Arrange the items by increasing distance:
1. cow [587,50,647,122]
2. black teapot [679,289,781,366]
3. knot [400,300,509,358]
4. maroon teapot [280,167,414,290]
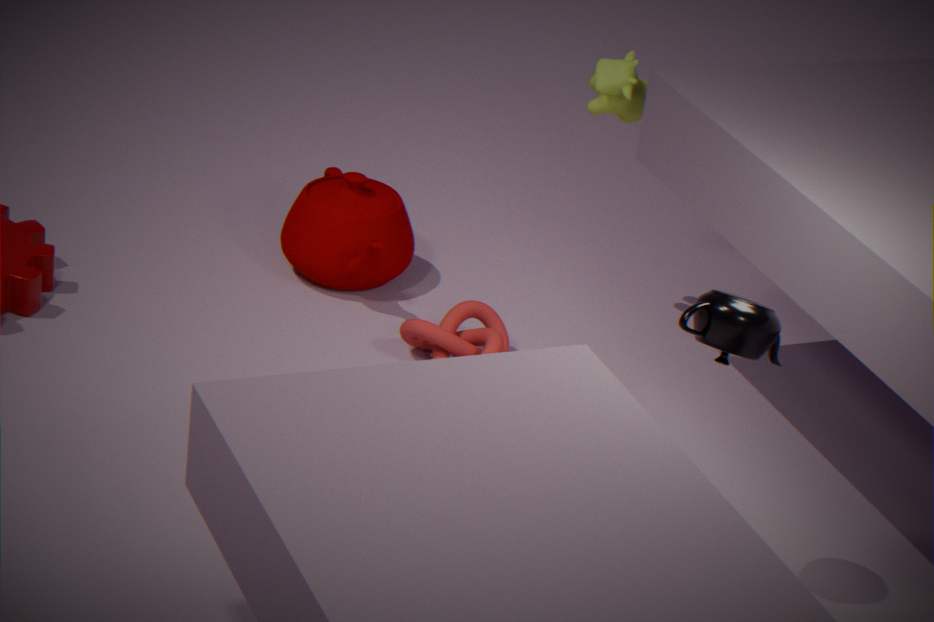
1. black teapot [679,289,781,366]
2. knot [400,300,509,358]
3. cow [587,50,647,122]
4. maroon teapot [280,167,414,290]
